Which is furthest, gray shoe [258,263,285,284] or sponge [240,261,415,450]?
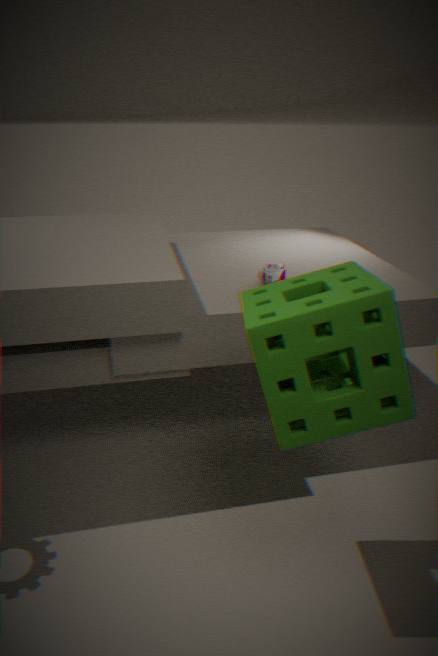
gray shoe [258,263,285,284]
